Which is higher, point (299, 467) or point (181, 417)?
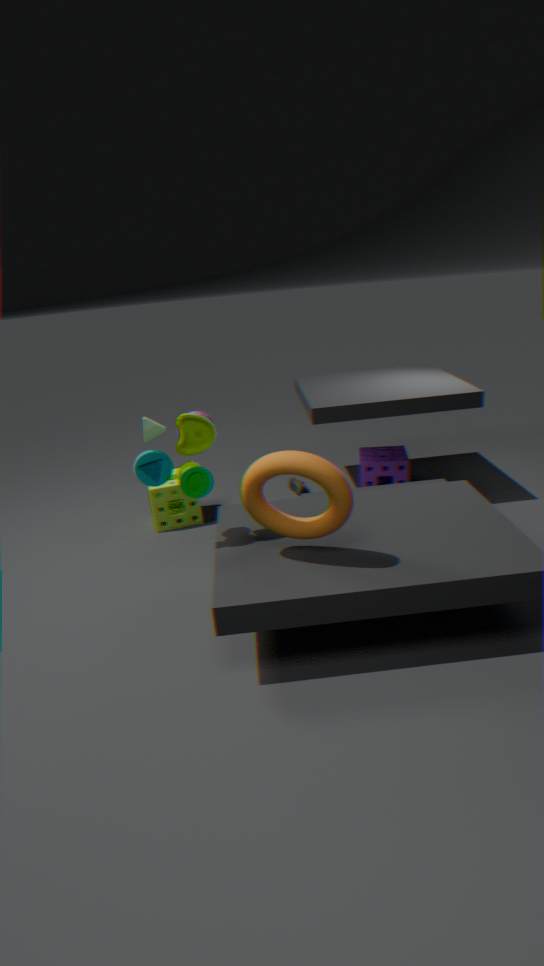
point (181, 417)
